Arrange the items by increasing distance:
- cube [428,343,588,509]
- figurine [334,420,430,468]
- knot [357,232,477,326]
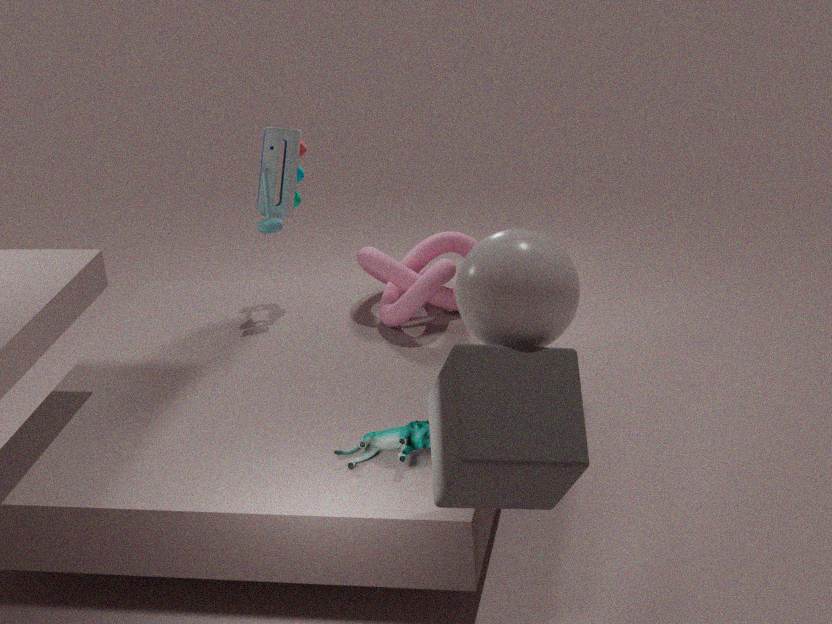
cube [428,343,588,509]
figurine [334,420,430,468]
knot [357,232,477,326]
